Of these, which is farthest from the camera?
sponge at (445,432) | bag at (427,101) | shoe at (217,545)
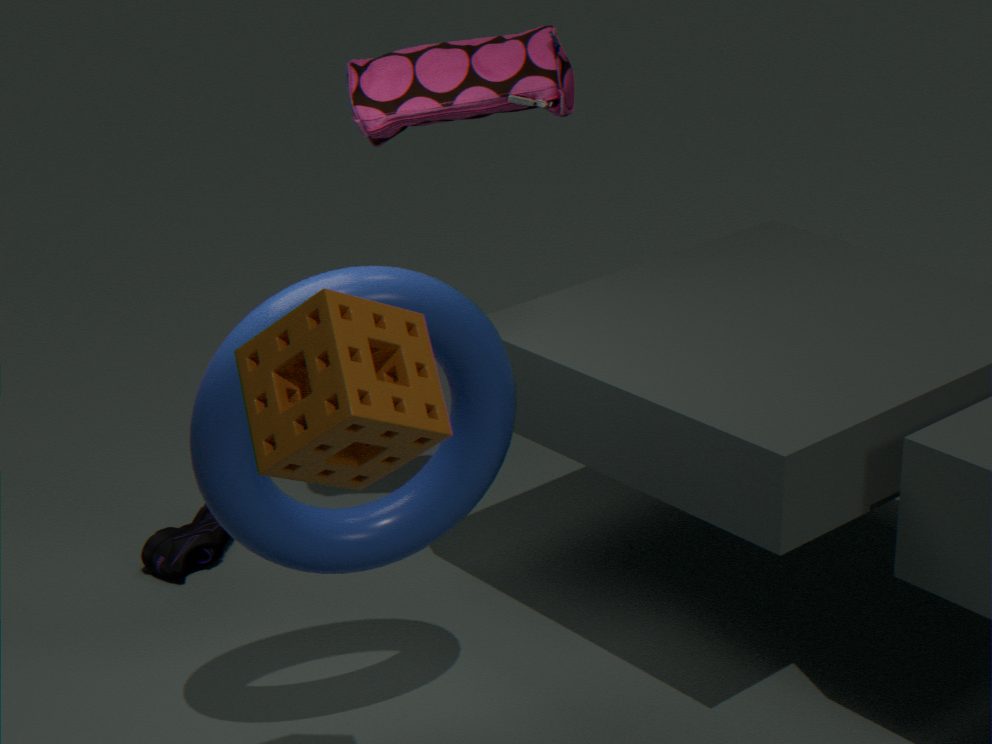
shoe at (217,545)
